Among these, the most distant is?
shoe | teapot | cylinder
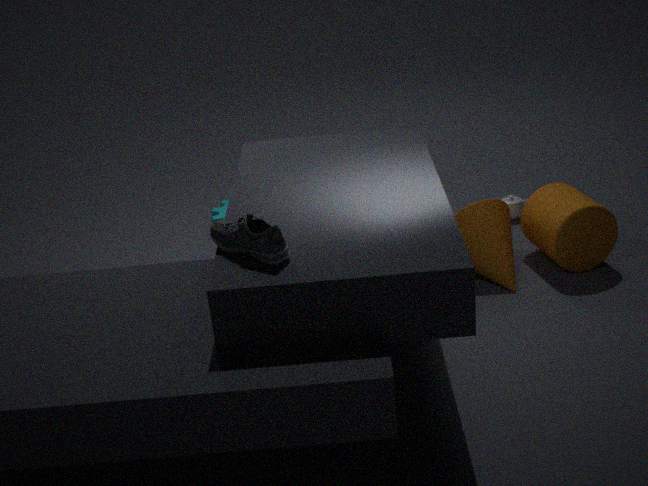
teapot
